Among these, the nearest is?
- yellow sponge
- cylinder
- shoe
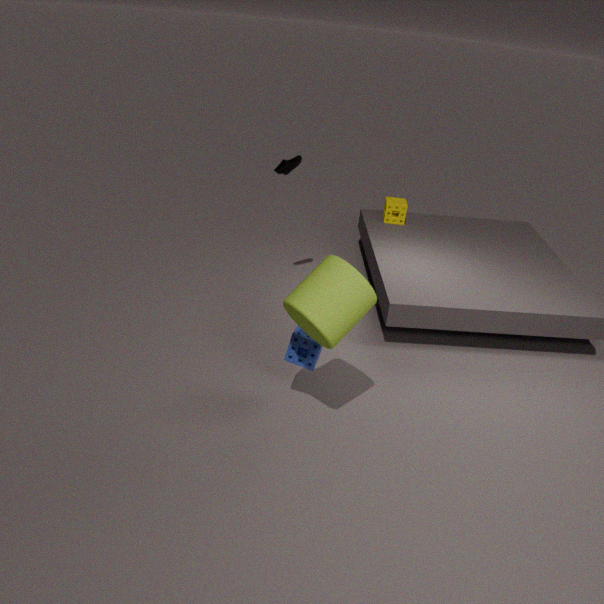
cylinder
